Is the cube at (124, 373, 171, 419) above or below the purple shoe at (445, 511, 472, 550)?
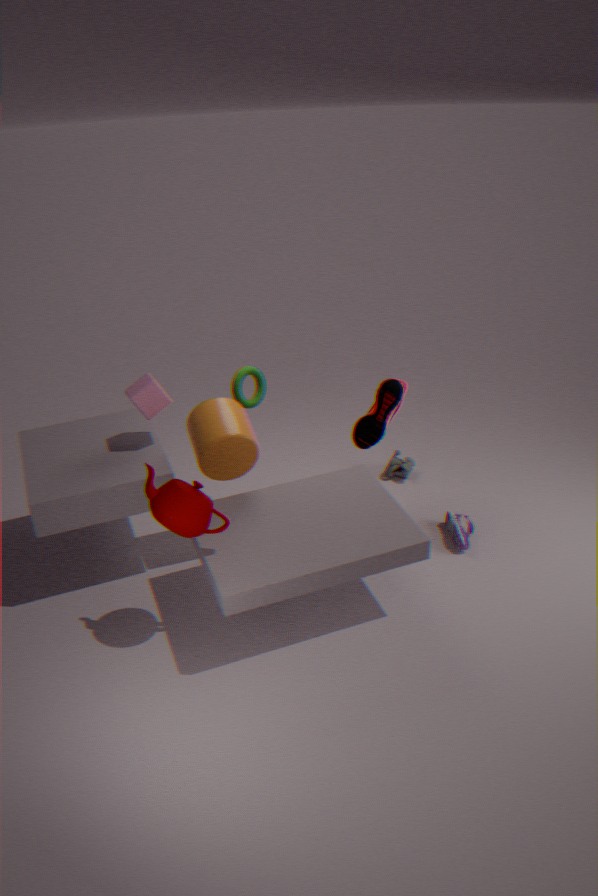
above
